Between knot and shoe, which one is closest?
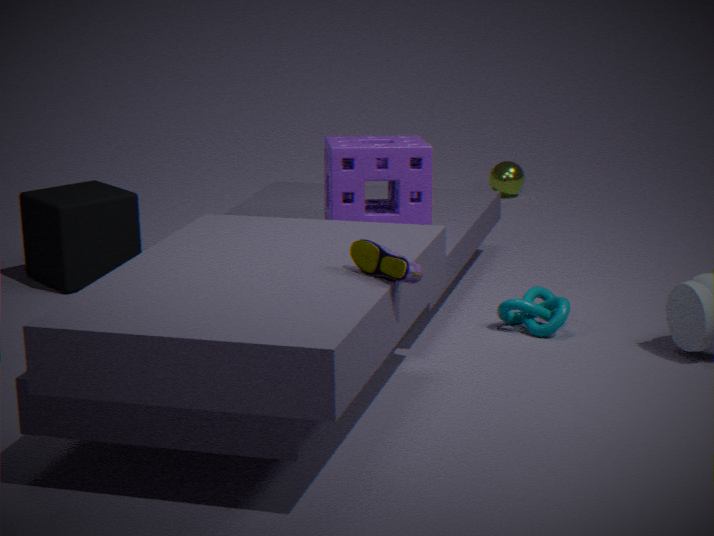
shoe
